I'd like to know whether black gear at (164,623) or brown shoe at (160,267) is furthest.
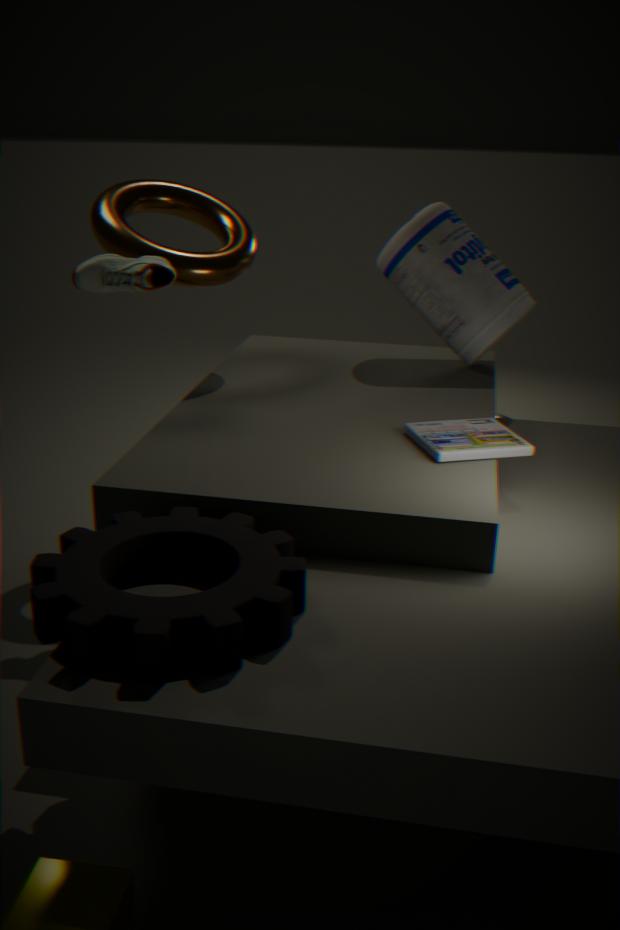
brown shoe at (160,267)
